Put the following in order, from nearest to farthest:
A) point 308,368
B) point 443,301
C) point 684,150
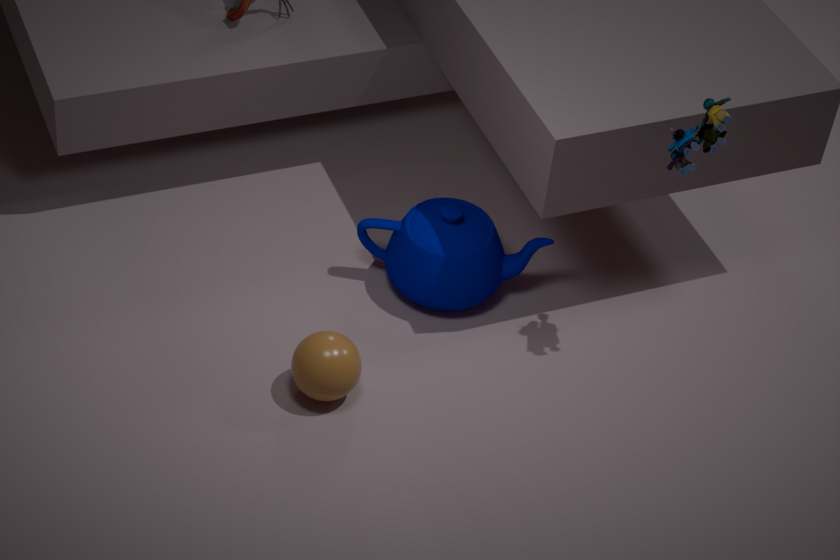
1. point 684,150
2. point 308,368
3. point 443,301
